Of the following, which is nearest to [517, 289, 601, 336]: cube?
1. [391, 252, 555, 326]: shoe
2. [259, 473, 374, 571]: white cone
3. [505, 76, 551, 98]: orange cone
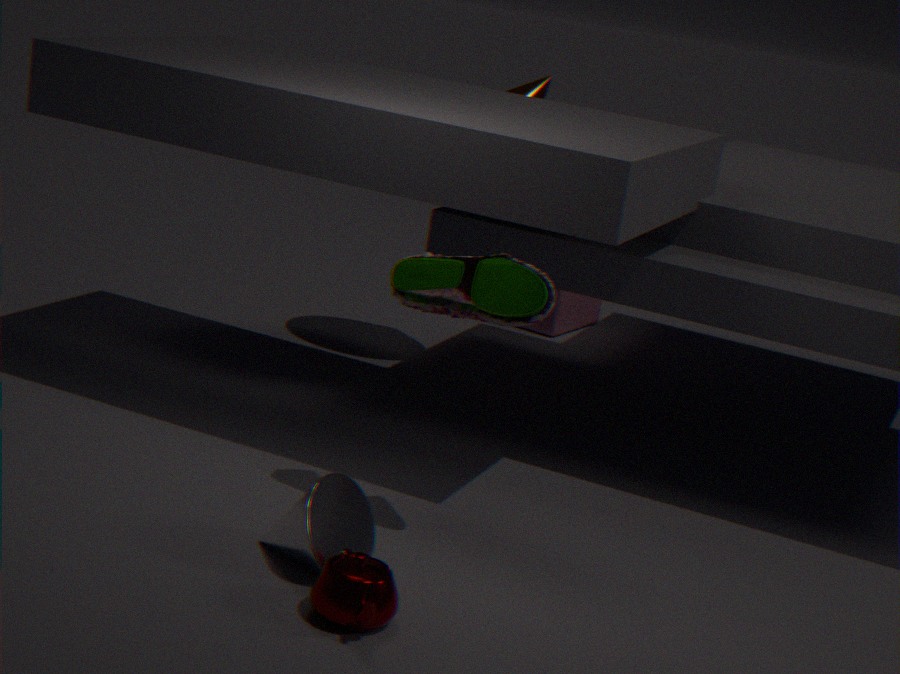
[505, 76, 551, 98]: orange cone
